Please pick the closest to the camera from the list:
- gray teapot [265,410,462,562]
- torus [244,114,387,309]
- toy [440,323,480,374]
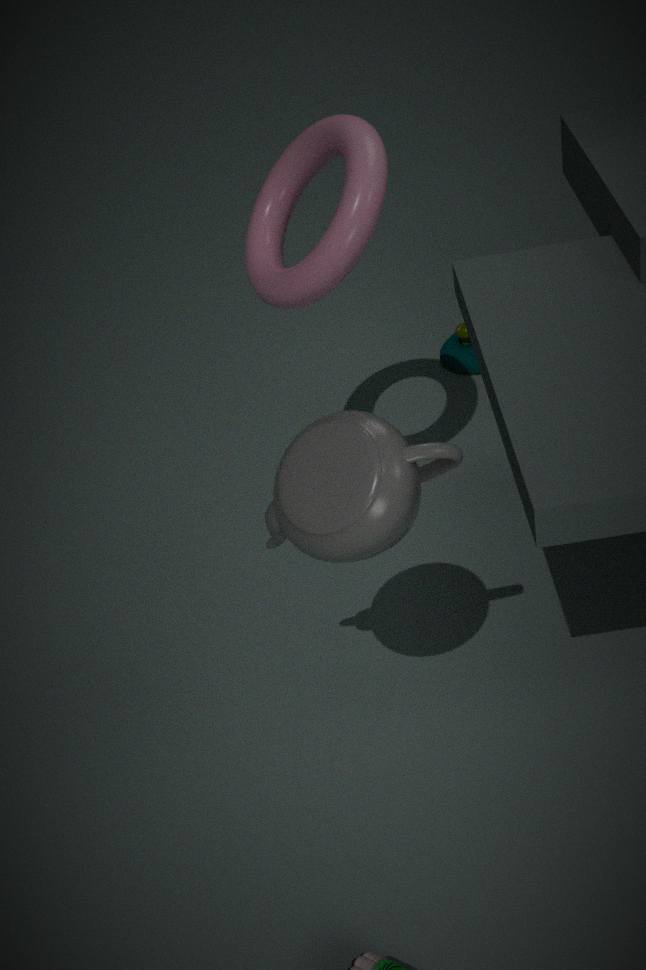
gray teapot [265,410,462,562]
